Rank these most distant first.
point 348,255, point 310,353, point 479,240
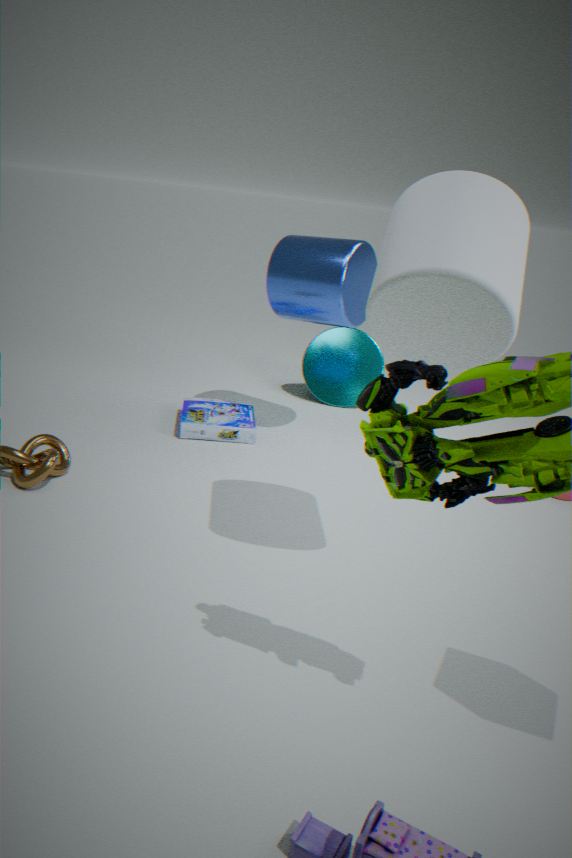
1. point 310,353
2. point 348,255
3. point 479,240
